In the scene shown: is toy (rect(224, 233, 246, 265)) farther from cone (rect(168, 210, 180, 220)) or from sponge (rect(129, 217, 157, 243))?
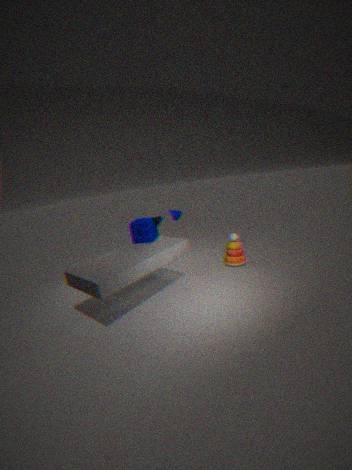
sponge (rect(129, 217, 157, 243))
